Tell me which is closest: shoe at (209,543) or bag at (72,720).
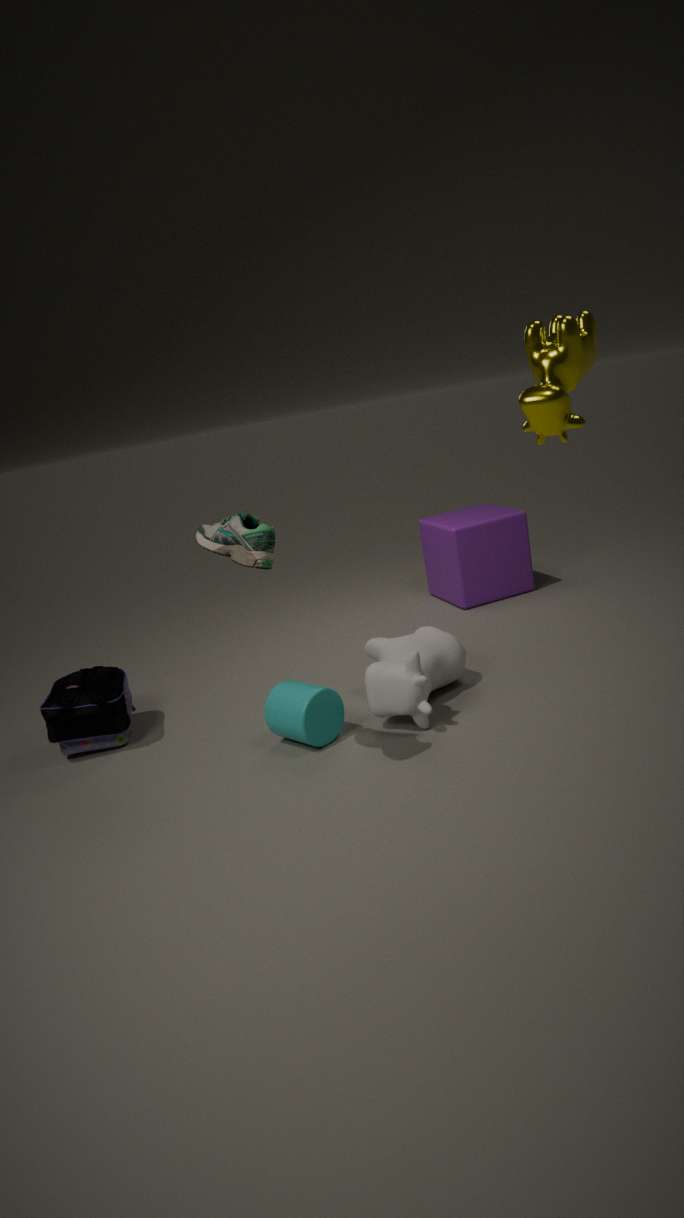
shoe at (209,543)
